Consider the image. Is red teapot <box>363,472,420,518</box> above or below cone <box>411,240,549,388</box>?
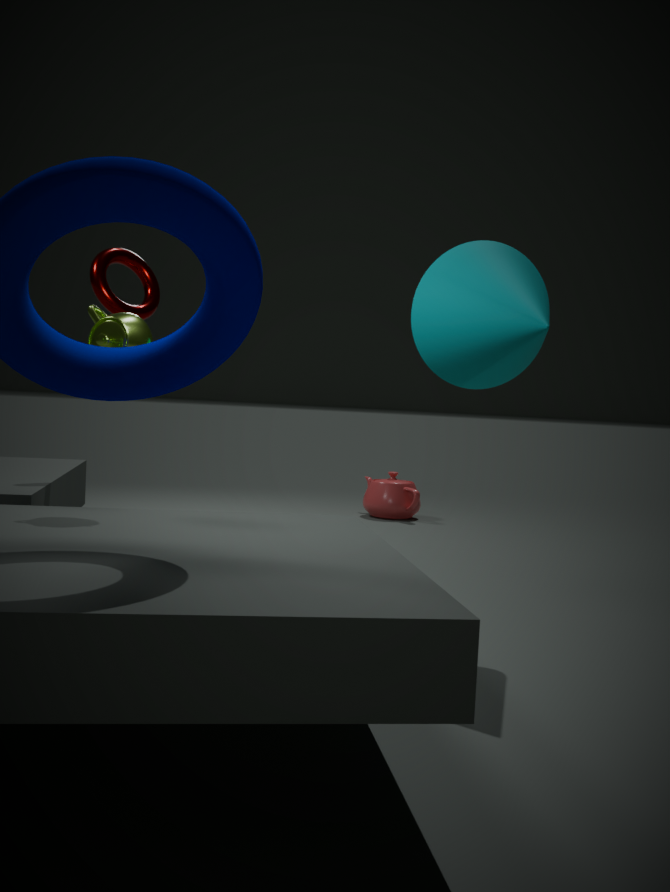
below
